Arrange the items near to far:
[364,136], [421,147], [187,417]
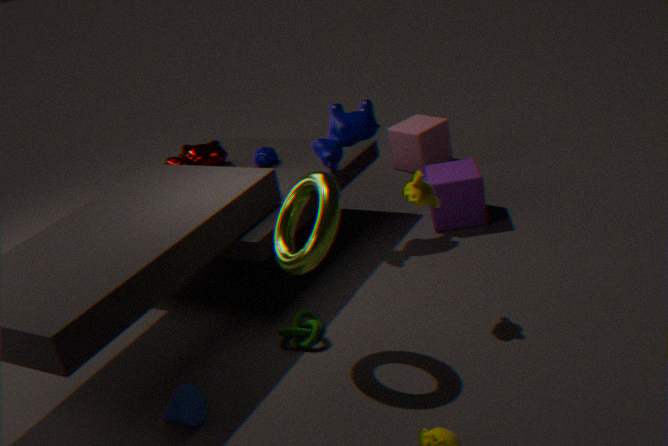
1. [187,417]
2. [364,136]
3. [421,147]
